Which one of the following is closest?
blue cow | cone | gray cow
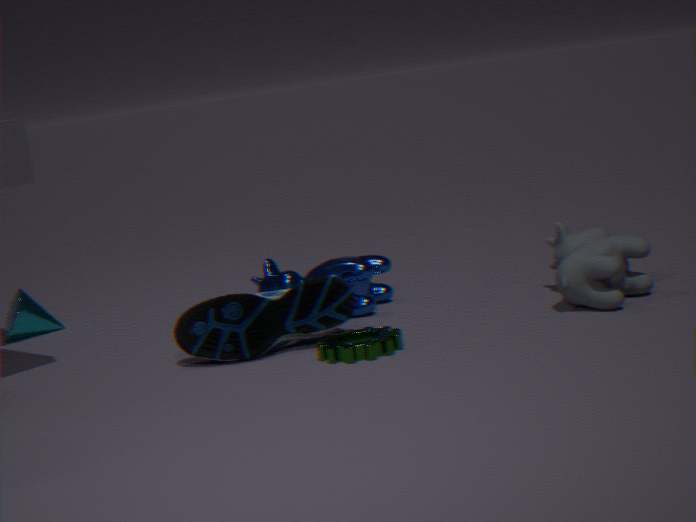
gray cow
